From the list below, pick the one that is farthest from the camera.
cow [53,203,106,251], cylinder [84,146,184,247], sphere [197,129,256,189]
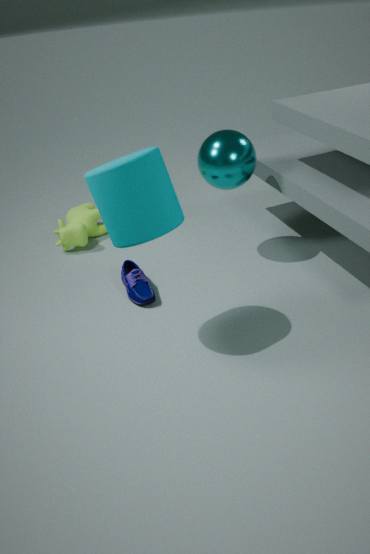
cow [53,203,106,251]
